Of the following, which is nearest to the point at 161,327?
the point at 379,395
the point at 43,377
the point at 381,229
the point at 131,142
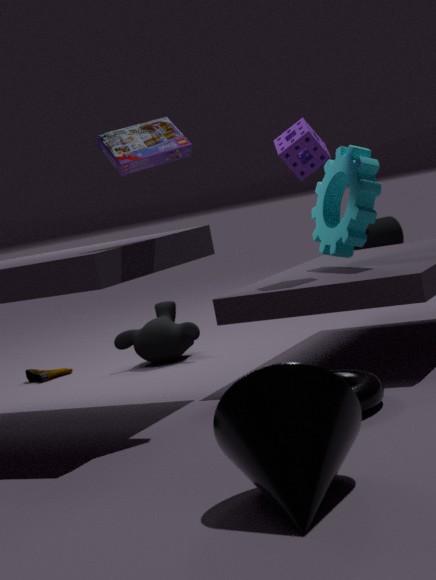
the point at 43,377
